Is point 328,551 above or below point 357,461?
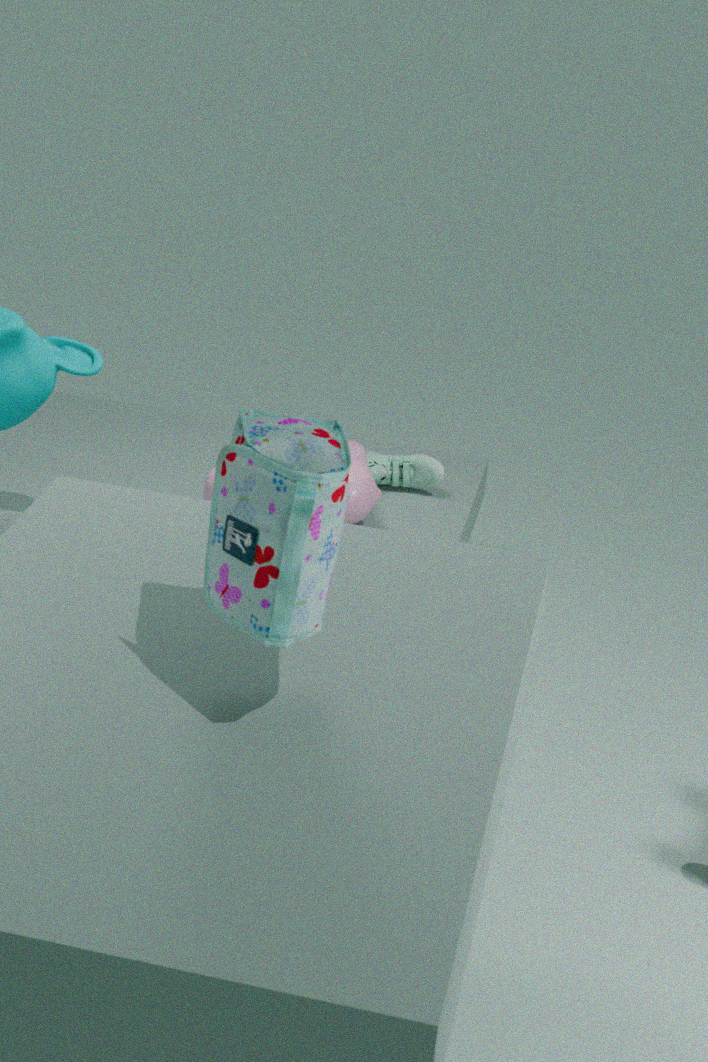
above
